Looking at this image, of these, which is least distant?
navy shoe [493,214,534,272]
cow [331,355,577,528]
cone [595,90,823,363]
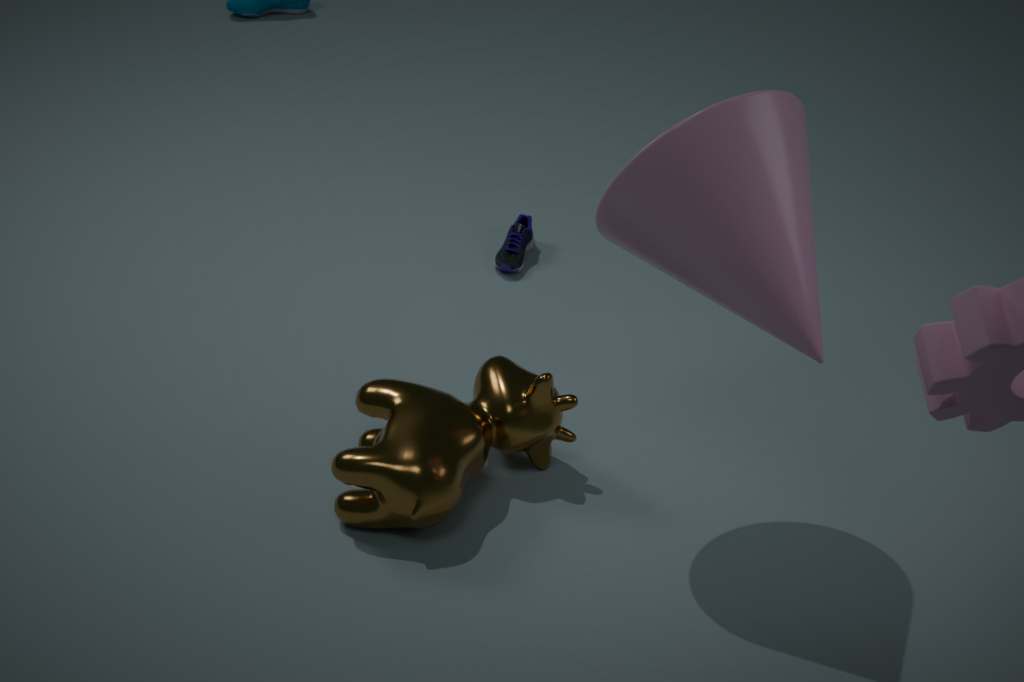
cone [595,90,823,363]
